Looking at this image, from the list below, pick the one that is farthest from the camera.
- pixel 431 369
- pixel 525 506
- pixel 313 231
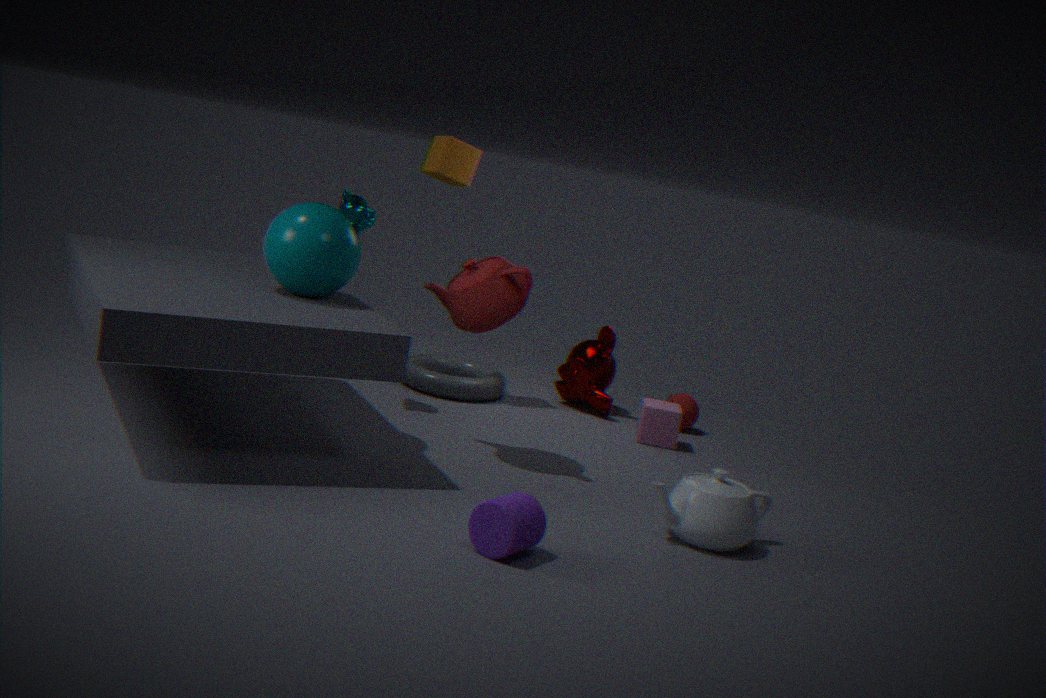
pixel 431 369
